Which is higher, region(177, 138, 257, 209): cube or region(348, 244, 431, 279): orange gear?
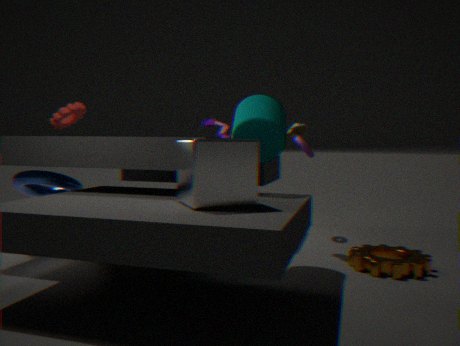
region(177, 138, 257, 209): cube
